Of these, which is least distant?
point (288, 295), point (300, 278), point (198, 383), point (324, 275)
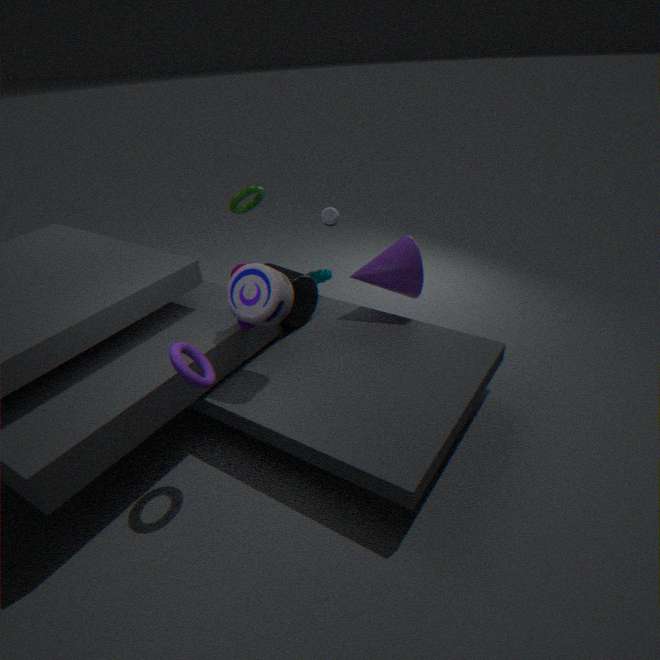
point (198, 383)
